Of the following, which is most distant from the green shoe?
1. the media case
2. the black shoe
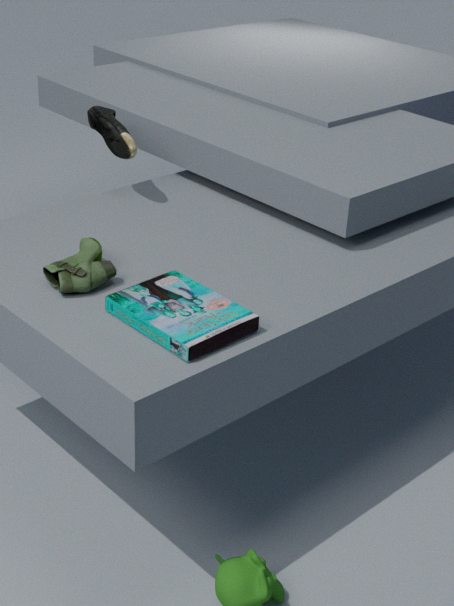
the black shoe
